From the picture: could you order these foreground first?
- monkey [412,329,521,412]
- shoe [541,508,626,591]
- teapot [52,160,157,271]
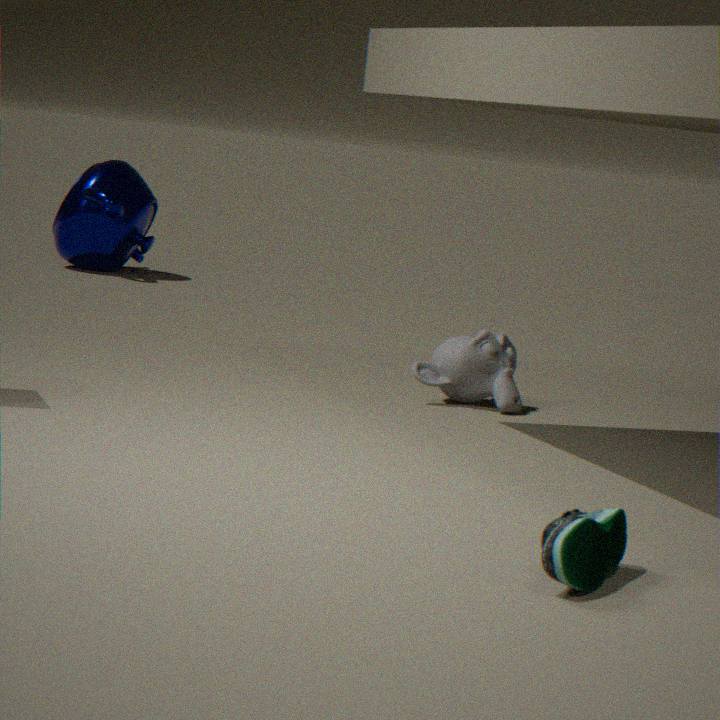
shoe [541,508,626,591]
monkey [412,329,521,412]
teapot [52,160,157,271]
